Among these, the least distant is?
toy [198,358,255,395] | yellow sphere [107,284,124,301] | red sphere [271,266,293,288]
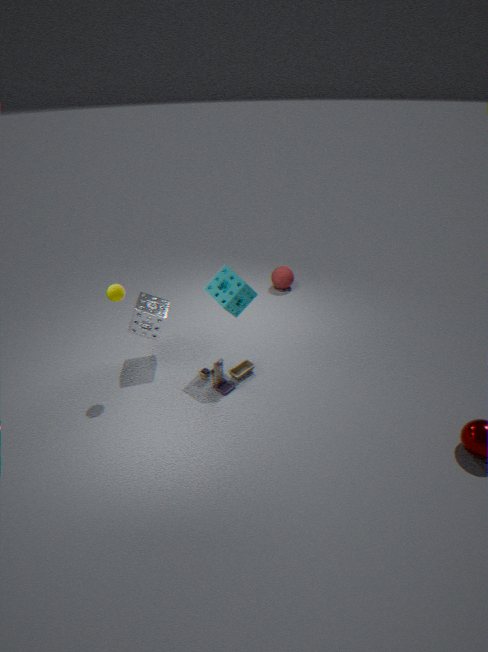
yellow sphere [107,284,124,301]
